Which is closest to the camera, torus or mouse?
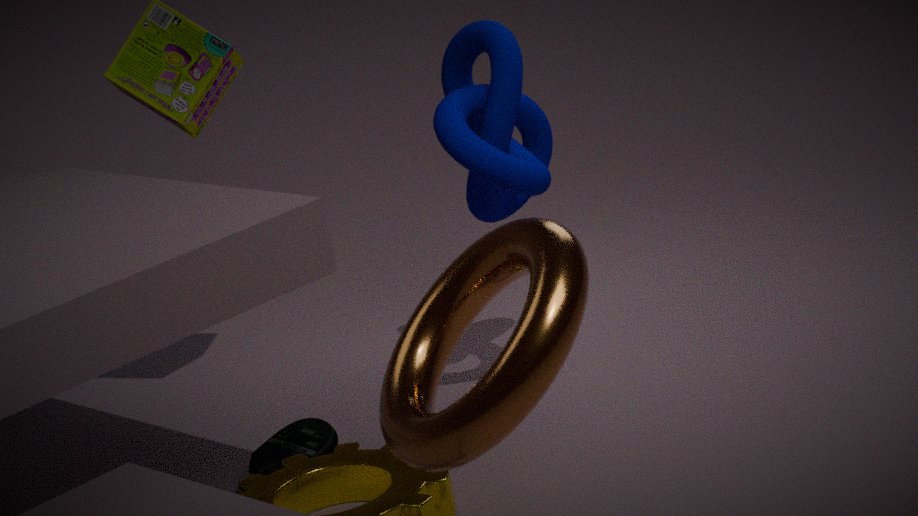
torus
